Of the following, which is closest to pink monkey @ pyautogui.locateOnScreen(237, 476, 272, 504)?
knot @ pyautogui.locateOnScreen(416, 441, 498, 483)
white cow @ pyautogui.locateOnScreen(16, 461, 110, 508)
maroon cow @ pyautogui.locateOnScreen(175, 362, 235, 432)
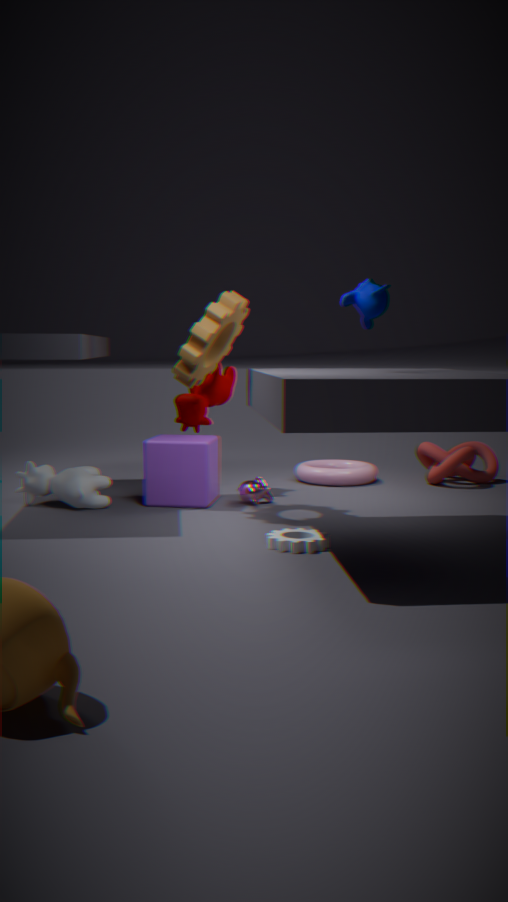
maroon cow @ pyautogui.locateOnScreen(175, 362, 235, 432)
